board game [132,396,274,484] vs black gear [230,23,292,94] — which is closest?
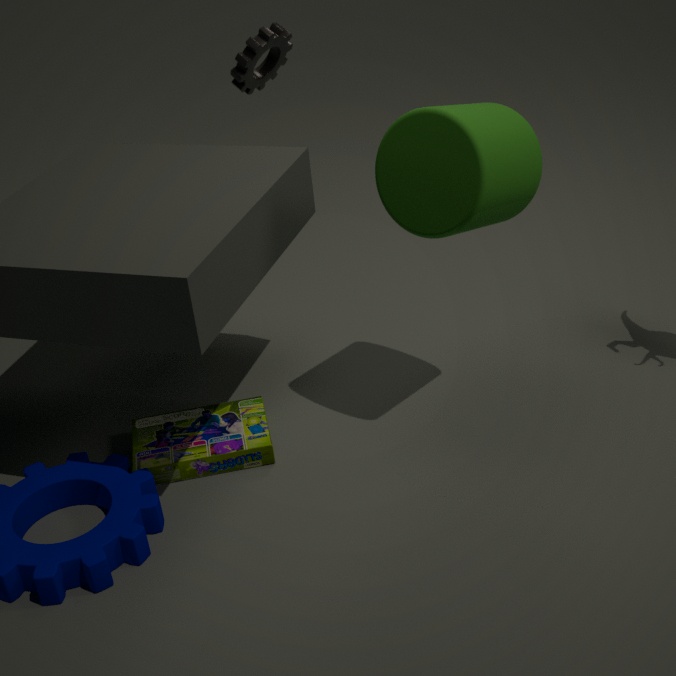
board game [132,396,274,484]
